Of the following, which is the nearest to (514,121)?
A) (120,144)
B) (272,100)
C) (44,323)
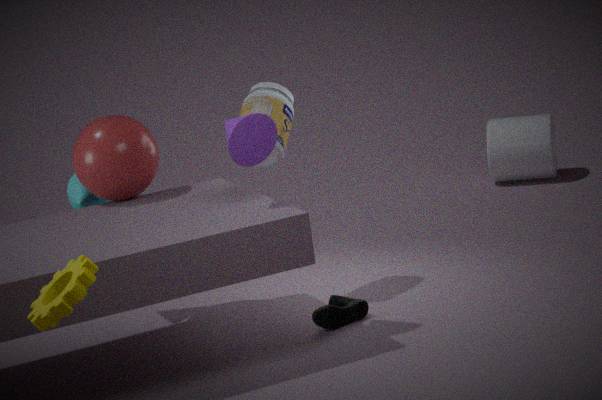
(272,100)
